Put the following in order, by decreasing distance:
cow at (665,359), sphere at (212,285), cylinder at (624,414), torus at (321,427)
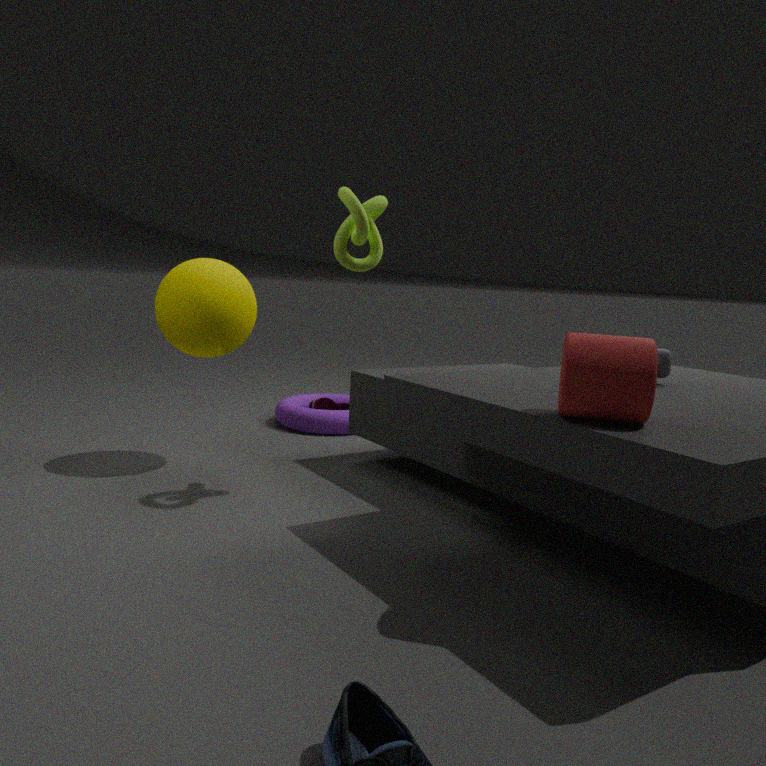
torus at (321,427)
sphere at (212,285)
cow at (665,359)
cylinder at (624,414)
